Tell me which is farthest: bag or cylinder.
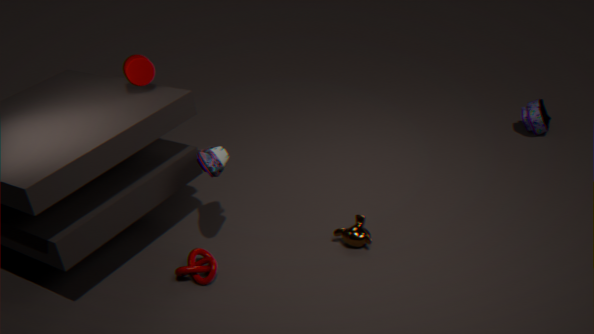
bag
